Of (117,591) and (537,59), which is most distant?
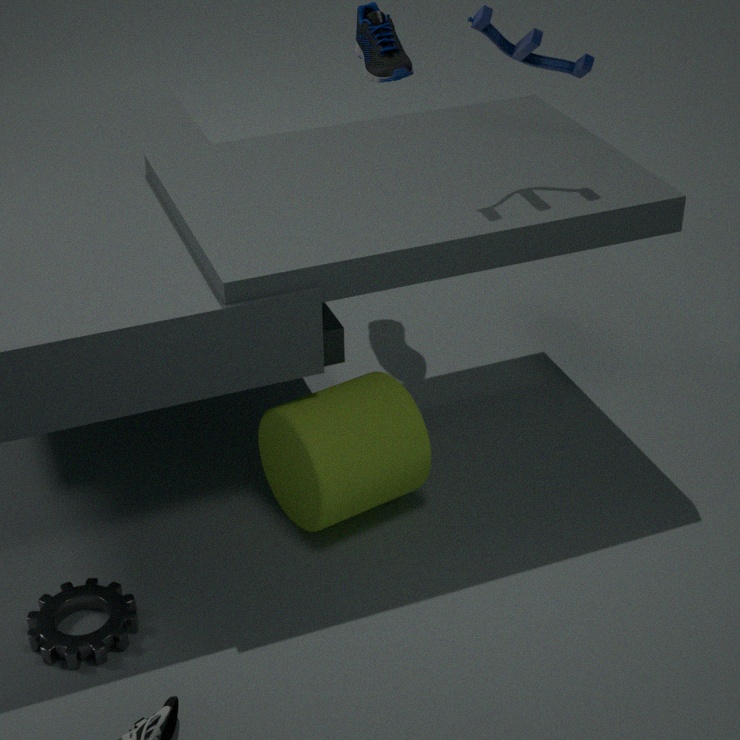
(537,59)
